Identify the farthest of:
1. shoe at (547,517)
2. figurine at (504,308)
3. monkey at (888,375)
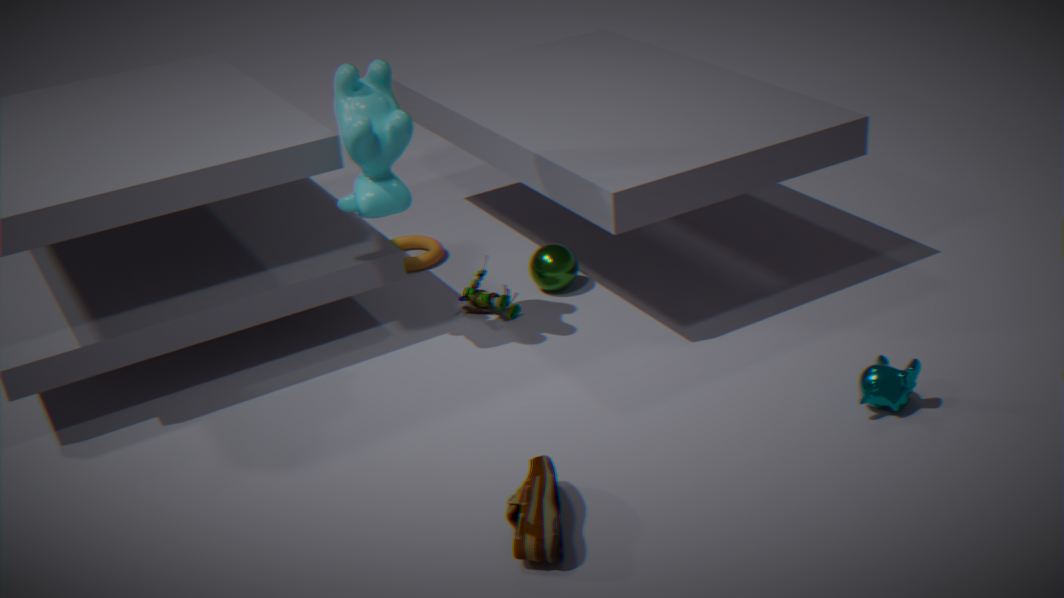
figurine at (504,308)
